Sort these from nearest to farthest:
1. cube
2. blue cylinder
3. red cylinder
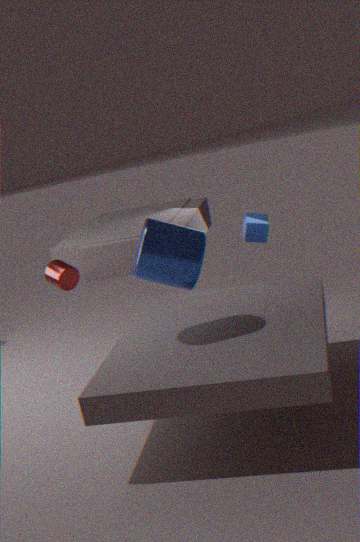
blue cylinder, red cylinder, cube
